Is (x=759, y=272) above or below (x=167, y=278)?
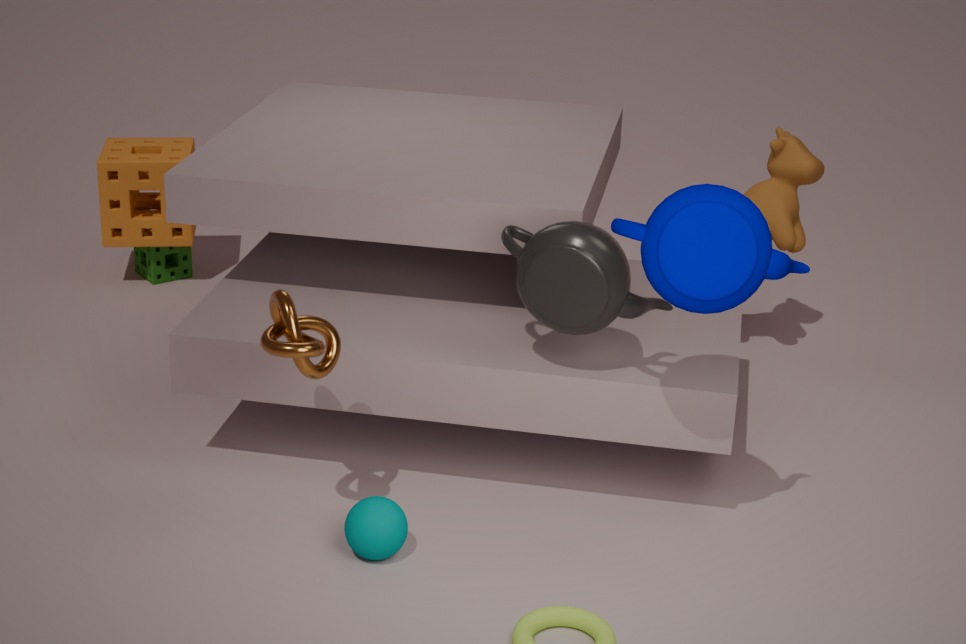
above
